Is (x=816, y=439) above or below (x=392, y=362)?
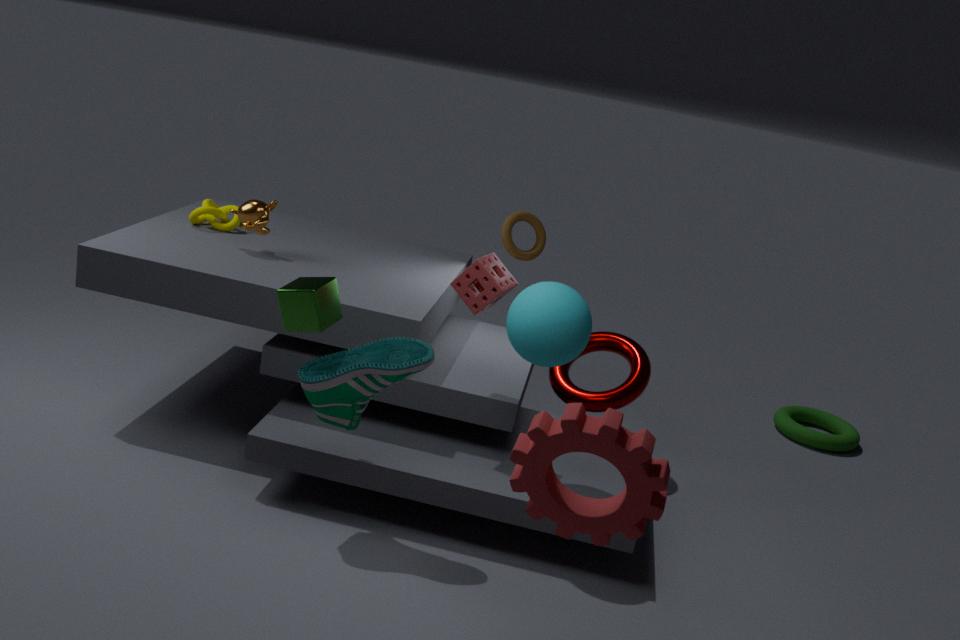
below
